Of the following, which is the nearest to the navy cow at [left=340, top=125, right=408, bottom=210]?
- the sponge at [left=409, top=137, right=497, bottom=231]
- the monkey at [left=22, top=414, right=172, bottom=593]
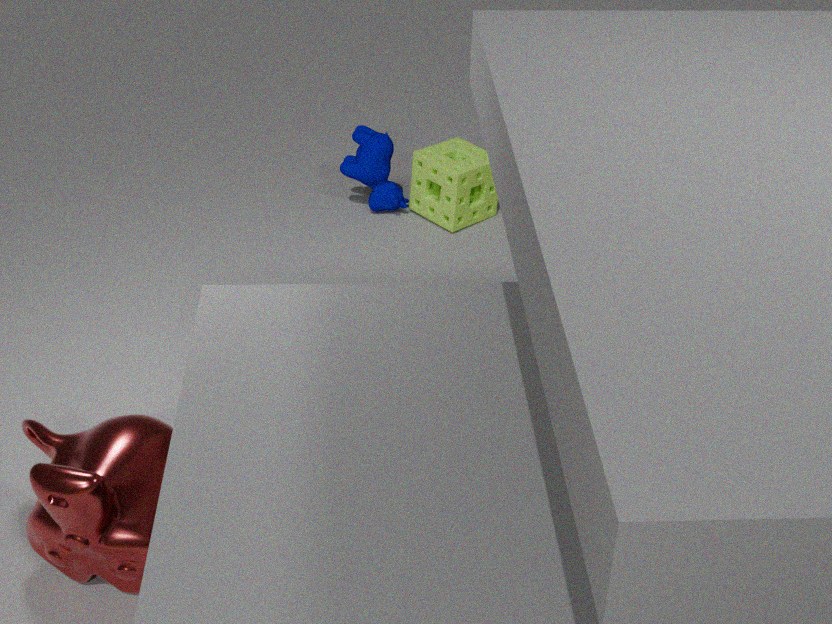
the sponge at [left=409, top=137, right=497, bottom=231]
